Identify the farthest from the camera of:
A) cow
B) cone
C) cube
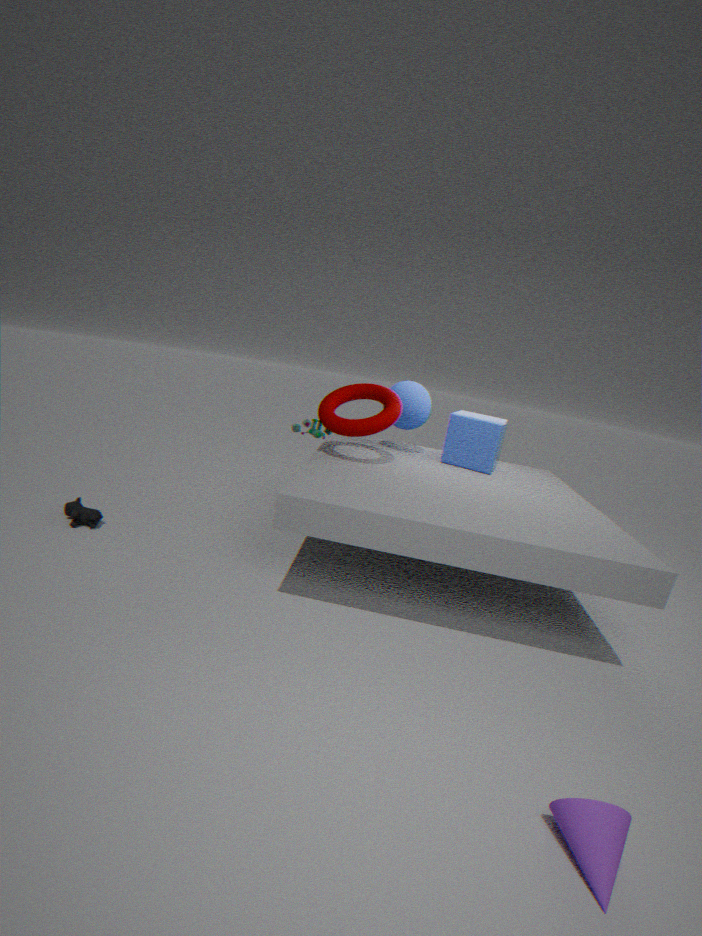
cube
